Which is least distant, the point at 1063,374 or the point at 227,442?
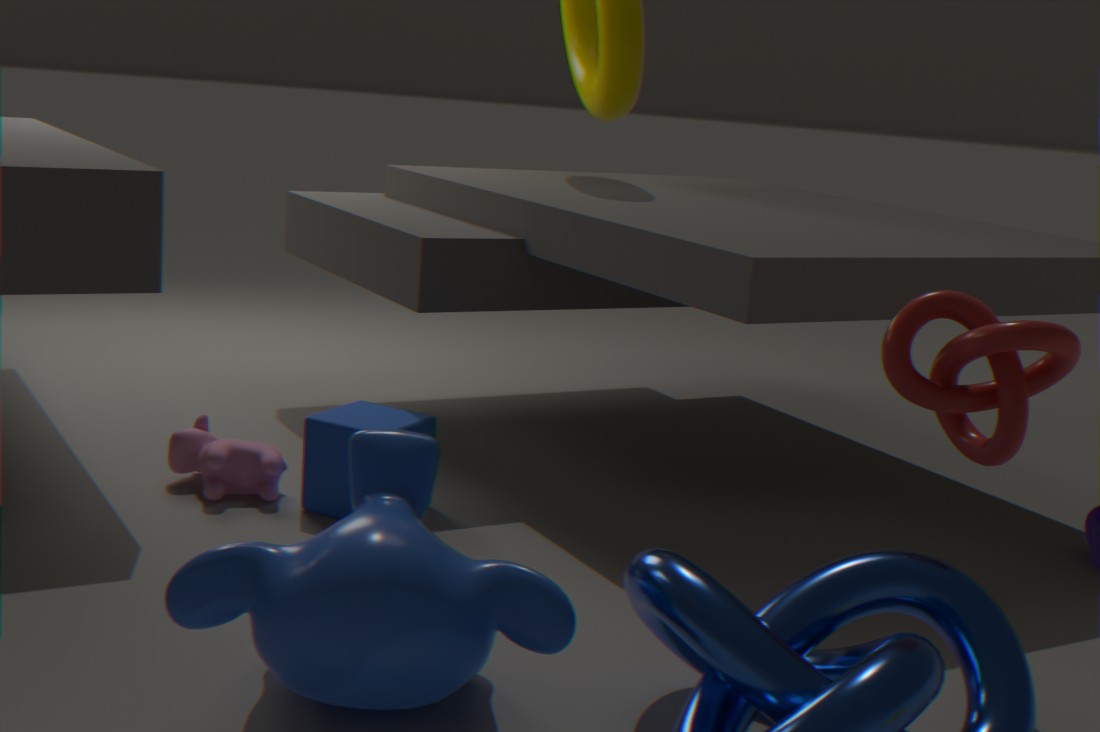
the point at 1063,374
